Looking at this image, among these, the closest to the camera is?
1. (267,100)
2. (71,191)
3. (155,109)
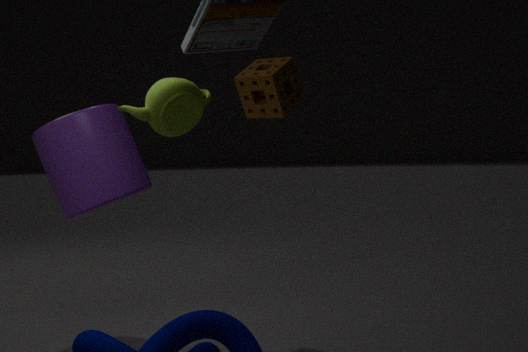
(155,109)
